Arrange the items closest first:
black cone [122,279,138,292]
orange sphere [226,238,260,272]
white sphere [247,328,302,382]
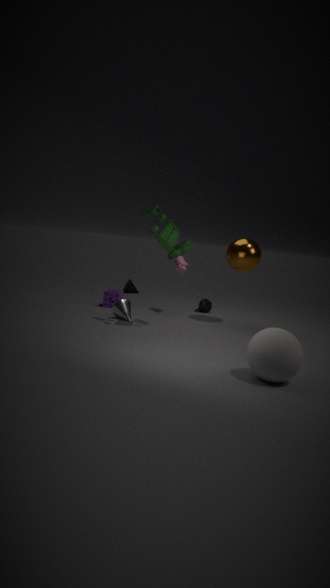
white sphere [247,328,302,382] → orange sphere [226,238,260,272] → black cone [122,279,138,292]
